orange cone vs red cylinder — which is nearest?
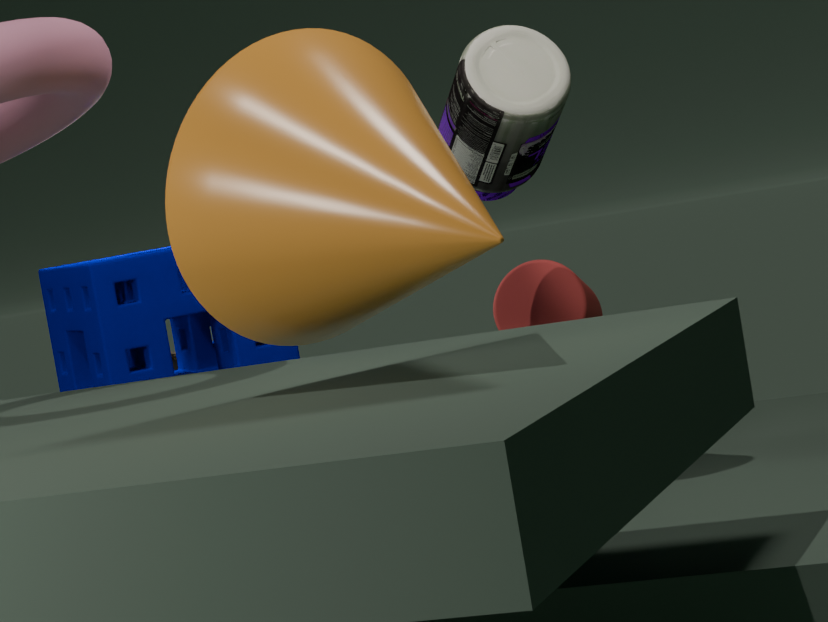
orange cone
